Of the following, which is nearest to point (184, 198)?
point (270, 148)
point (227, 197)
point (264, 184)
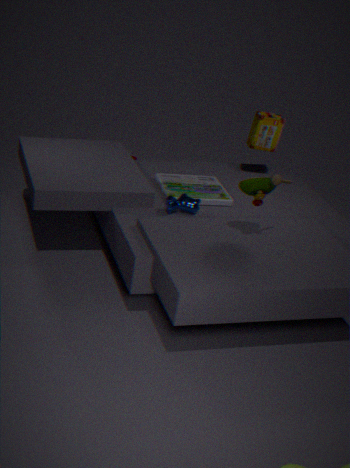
point (227, 197)
